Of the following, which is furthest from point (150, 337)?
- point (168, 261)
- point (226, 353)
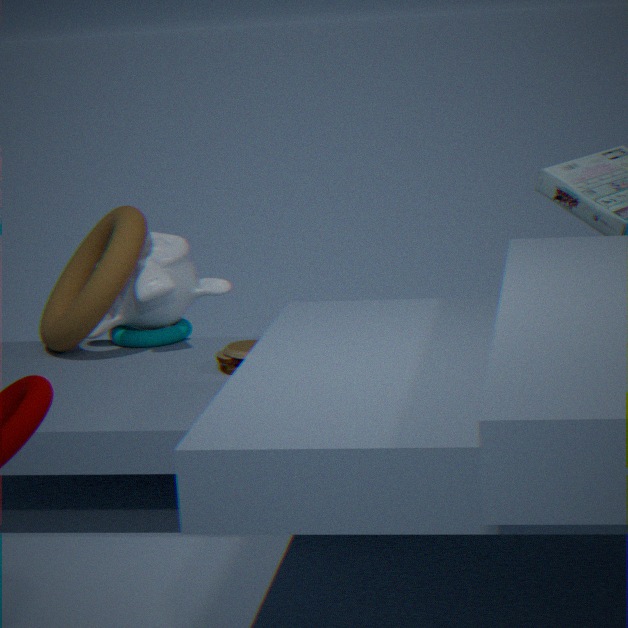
point (226, 353)
